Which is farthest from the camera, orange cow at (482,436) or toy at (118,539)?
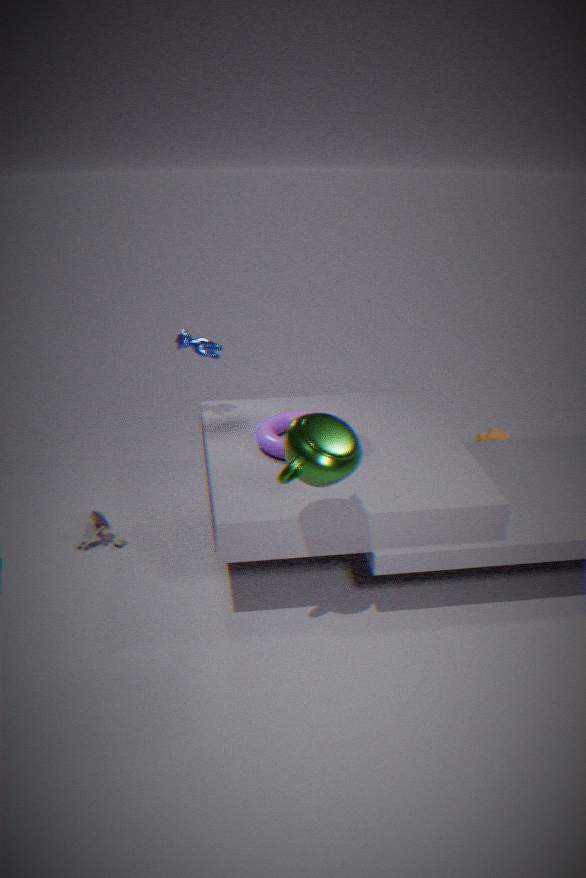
orange cow at (482,436)
